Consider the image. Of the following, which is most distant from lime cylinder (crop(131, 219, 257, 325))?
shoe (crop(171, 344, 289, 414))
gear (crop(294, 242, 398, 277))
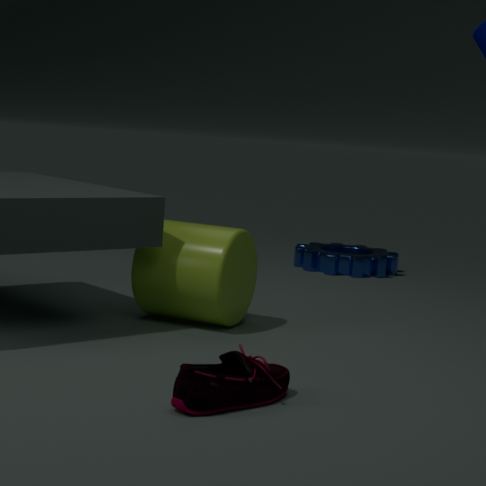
gear (crop(294, 242, 398, 277))
